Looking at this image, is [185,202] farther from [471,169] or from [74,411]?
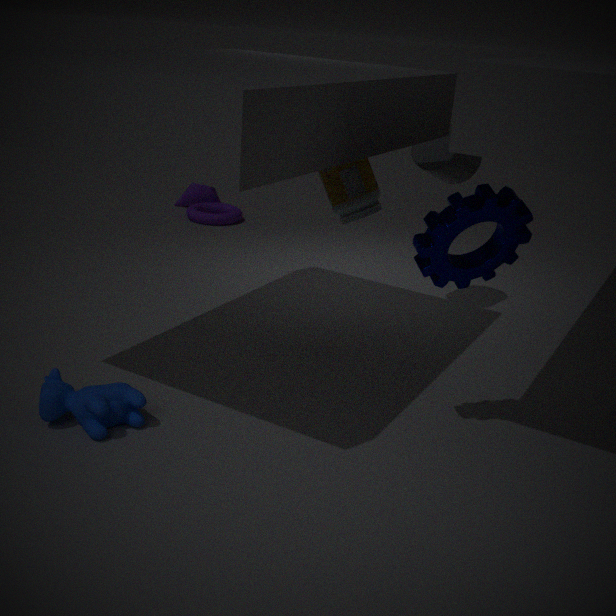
[74,411]
